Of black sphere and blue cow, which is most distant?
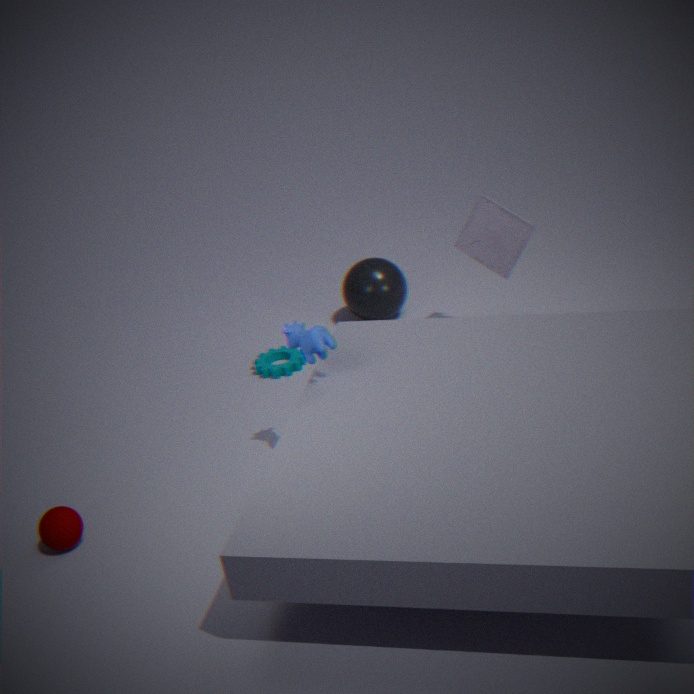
black sphere
